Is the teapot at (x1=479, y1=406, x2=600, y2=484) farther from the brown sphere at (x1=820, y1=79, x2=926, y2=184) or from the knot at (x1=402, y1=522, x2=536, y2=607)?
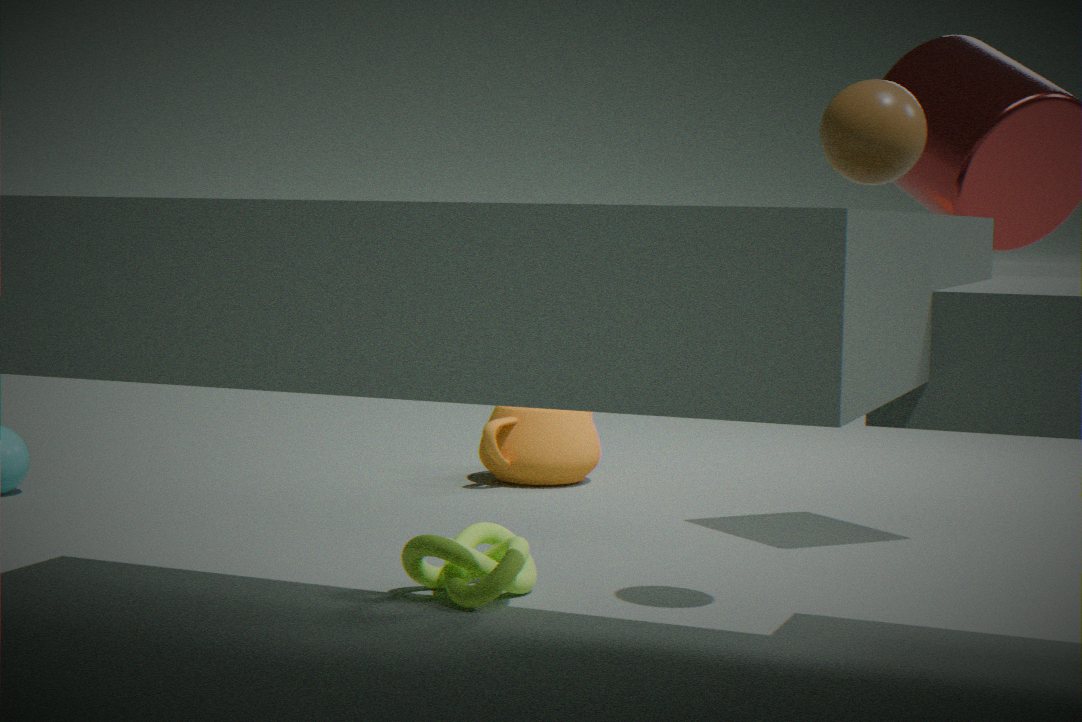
the brown sphere at (x1=820, y1=79, x2=926, y2=184)
